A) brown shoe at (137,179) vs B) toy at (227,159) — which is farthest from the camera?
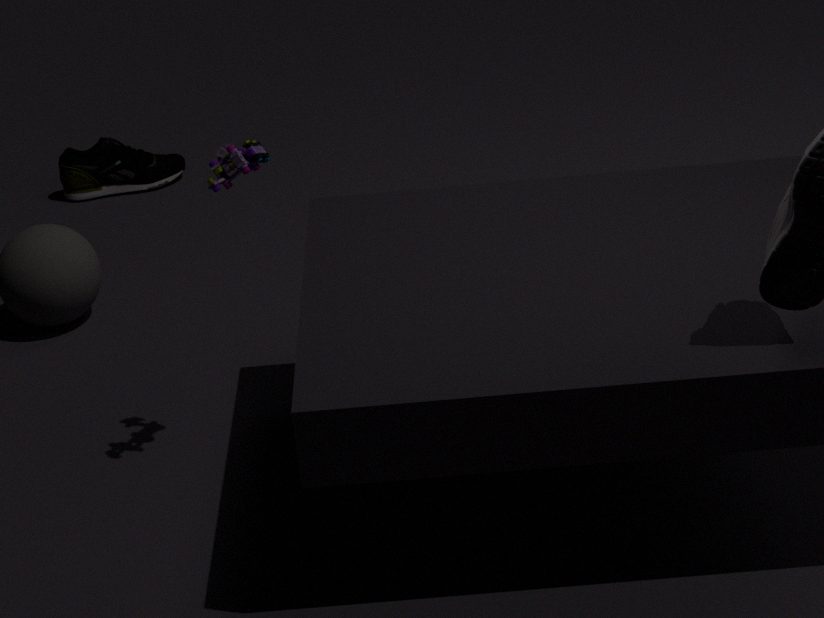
A. brown shoe at (137,179)
